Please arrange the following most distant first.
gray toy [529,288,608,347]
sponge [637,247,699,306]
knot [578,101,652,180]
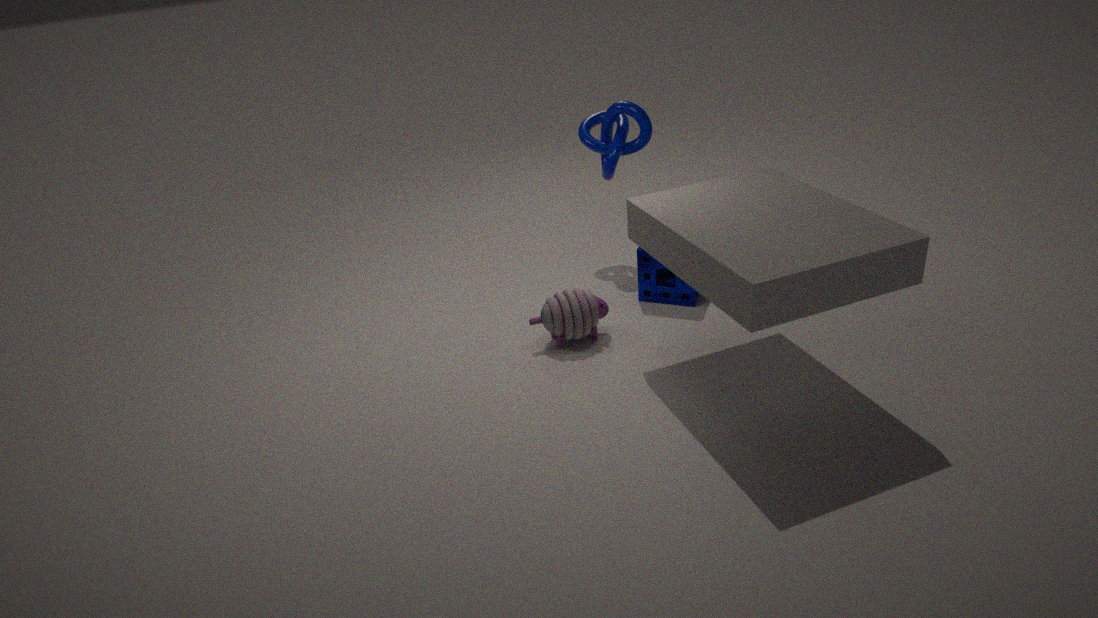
knot [578,101,652,180] → sponge [637,247,699,306] → gray toy [529,288,608,347]
